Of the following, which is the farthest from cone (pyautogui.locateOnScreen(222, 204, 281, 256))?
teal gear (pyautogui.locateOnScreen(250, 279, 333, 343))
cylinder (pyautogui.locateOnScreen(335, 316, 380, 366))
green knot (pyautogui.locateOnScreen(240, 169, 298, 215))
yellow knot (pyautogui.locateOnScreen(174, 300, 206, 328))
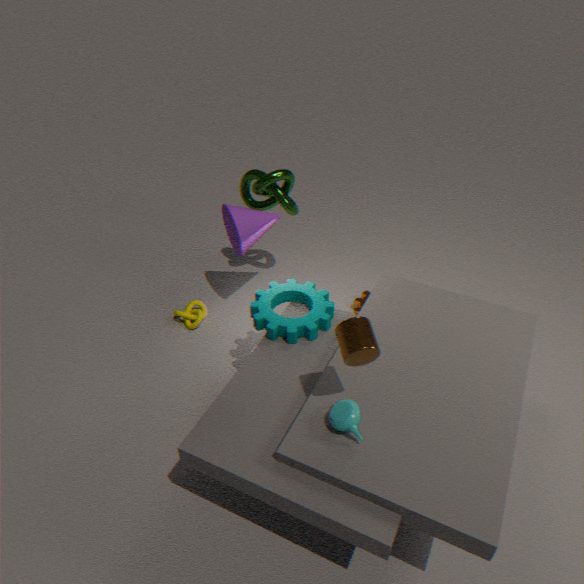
cylinder (pyautogui.locateOnScreen(335, 316, 380, 366))
